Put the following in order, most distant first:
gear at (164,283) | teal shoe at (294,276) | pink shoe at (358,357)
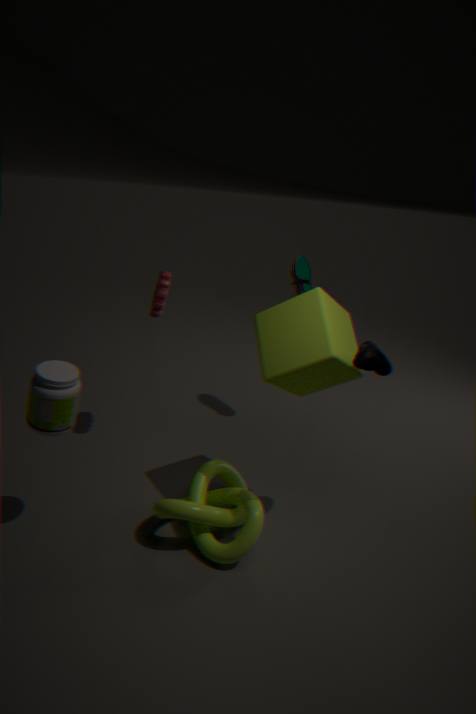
1. teal shoe at (294,276)
2. gear at (164,283)
3. pink shoe at (358,357)
